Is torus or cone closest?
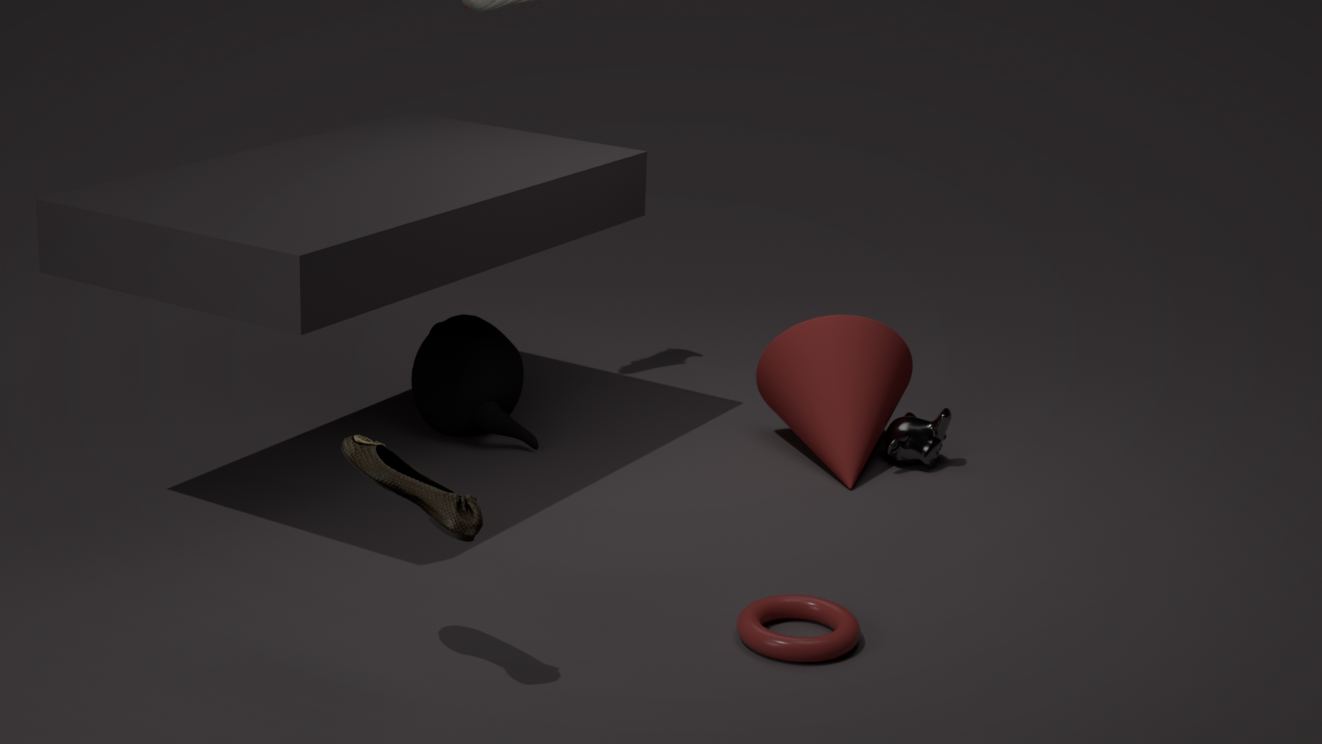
torus
